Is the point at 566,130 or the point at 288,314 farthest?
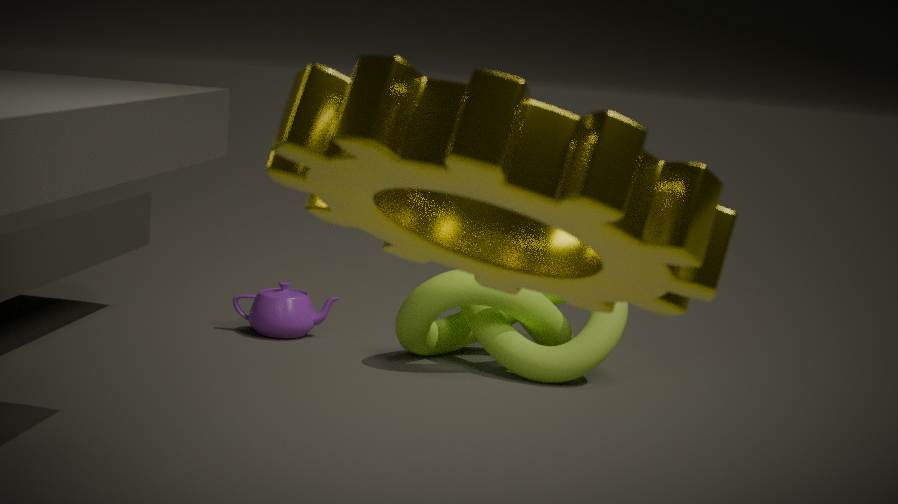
the point at 288,314
